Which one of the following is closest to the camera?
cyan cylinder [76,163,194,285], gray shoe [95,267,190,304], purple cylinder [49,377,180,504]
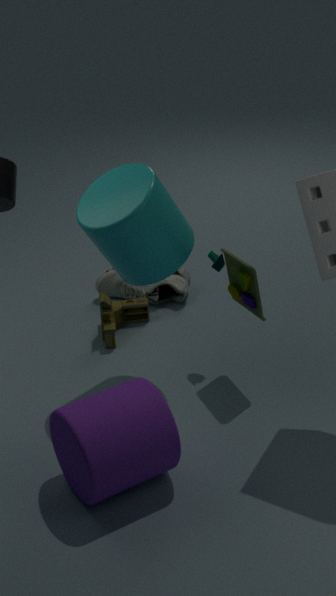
purple cylinder [49,377,180,504]
